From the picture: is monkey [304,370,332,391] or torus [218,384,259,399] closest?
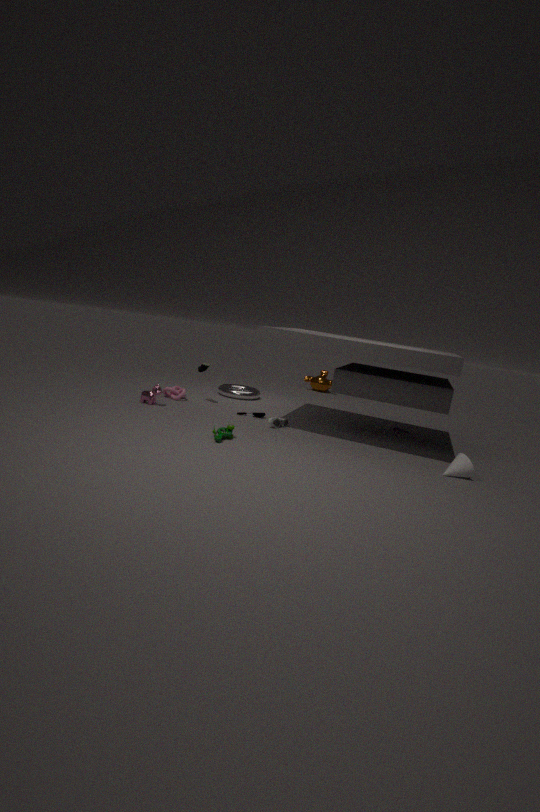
torus [218,384,259,399]
